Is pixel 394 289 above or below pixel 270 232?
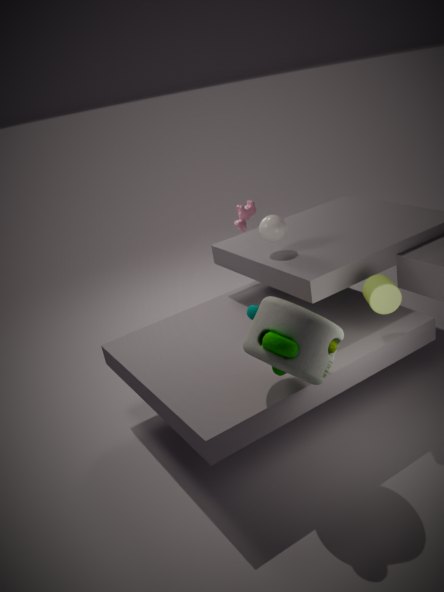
below
